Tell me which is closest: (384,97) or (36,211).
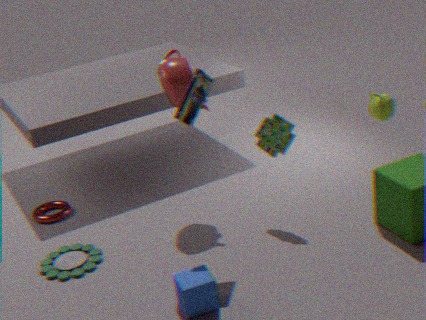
(384,97)
